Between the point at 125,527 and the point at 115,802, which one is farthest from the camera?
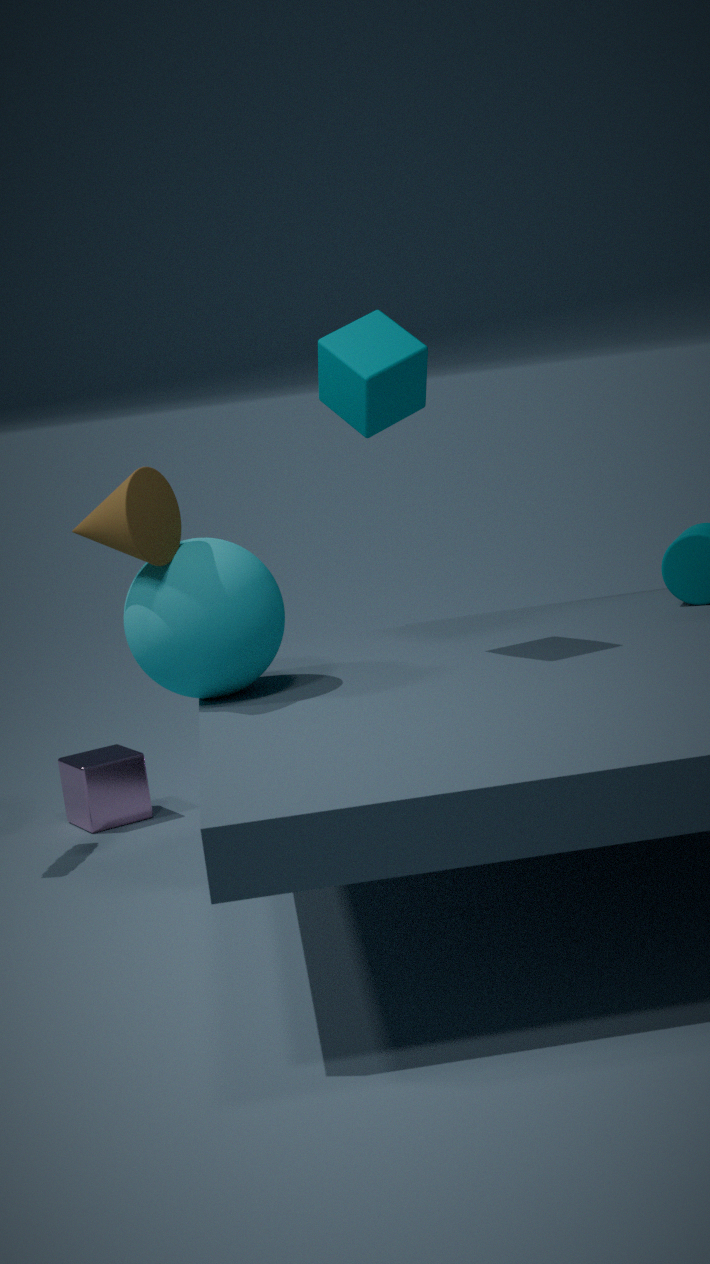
the point at 115,802
